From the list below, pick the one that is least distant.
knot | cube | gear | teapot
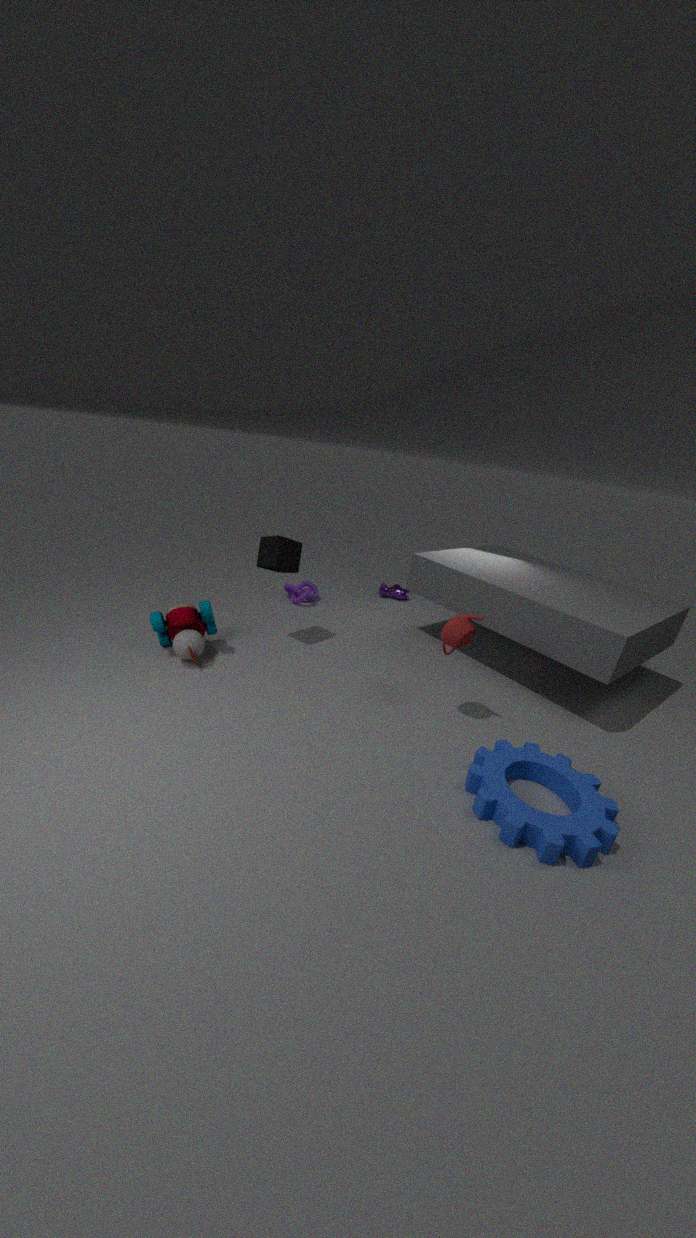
gear
